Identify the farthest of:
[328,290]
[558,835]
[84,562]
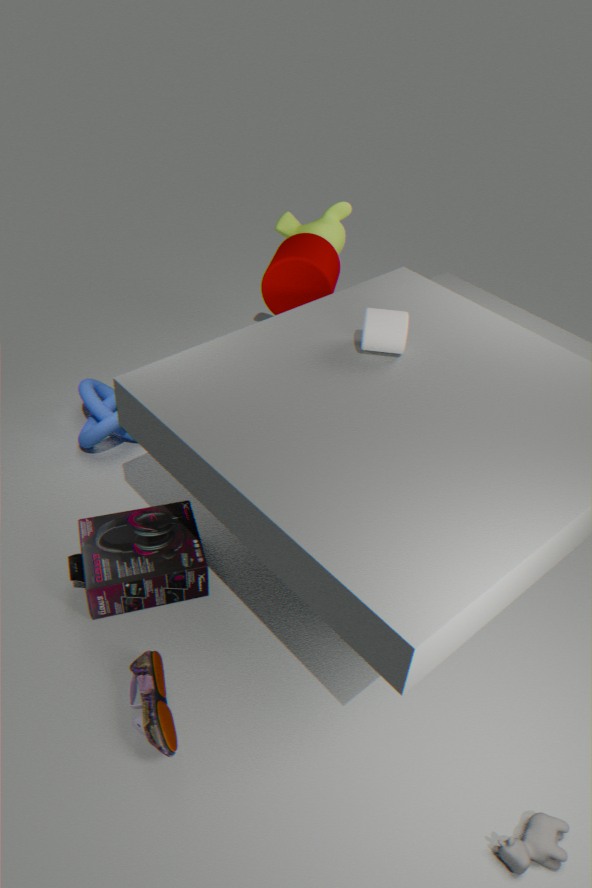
Result: [328,290]
